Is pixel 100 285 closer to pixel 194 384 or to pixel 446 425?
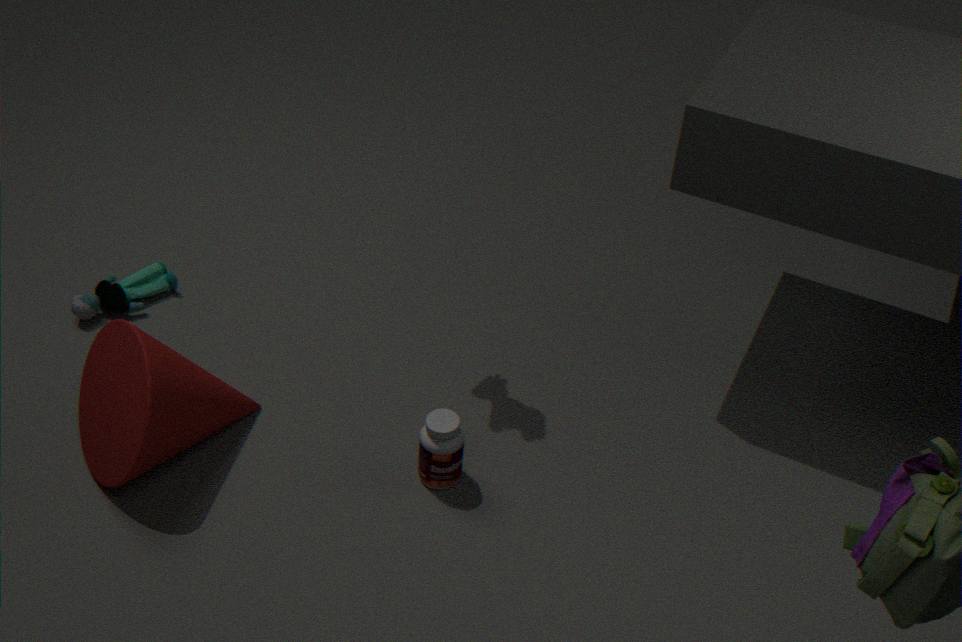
pixel 194 384
